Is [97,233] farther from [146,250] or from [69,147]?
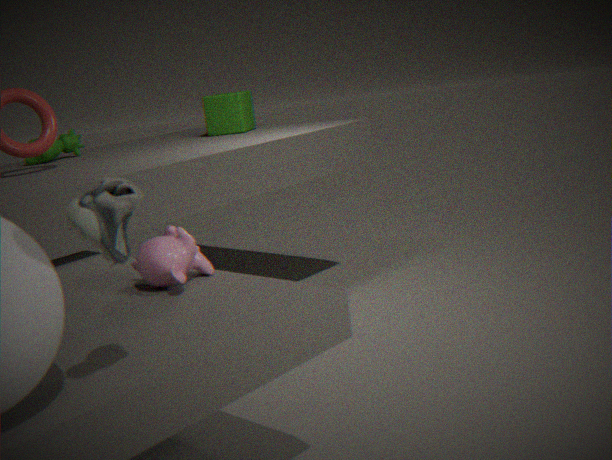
[69,147]
